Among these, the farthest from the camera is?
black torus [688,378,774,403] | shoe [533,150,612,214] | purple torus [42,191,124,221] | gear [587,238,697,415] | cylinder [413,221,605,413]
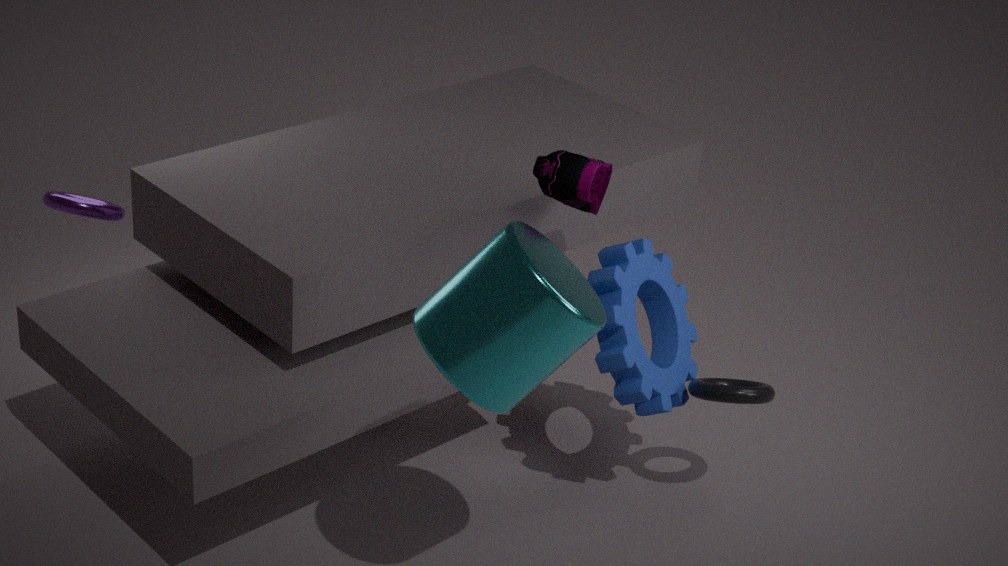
purple torus [42,191,124,221]
